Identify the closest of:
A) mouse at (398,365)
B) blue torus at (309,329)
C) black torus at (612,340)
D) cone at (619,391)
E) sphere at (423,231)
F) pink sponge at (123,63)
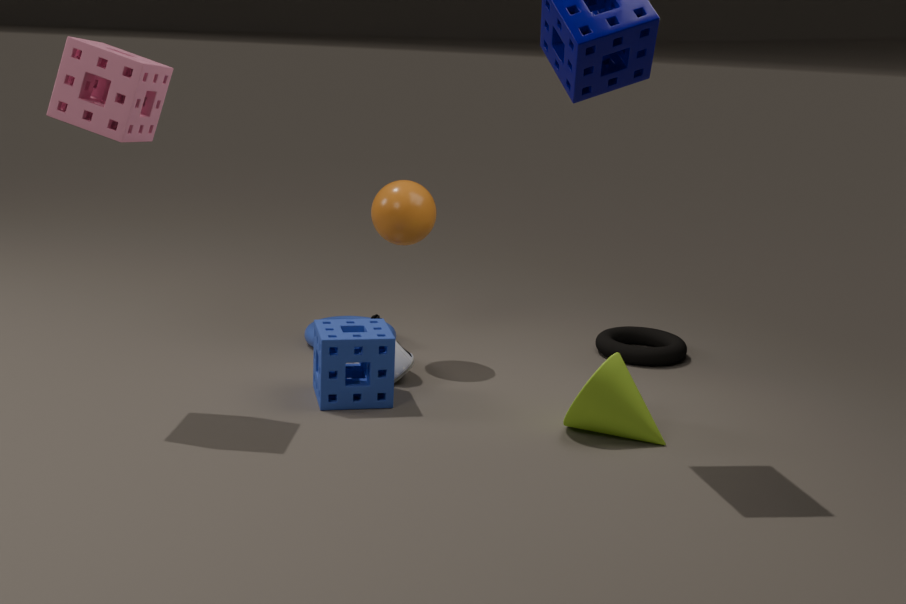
pink sponge at (123,63)
